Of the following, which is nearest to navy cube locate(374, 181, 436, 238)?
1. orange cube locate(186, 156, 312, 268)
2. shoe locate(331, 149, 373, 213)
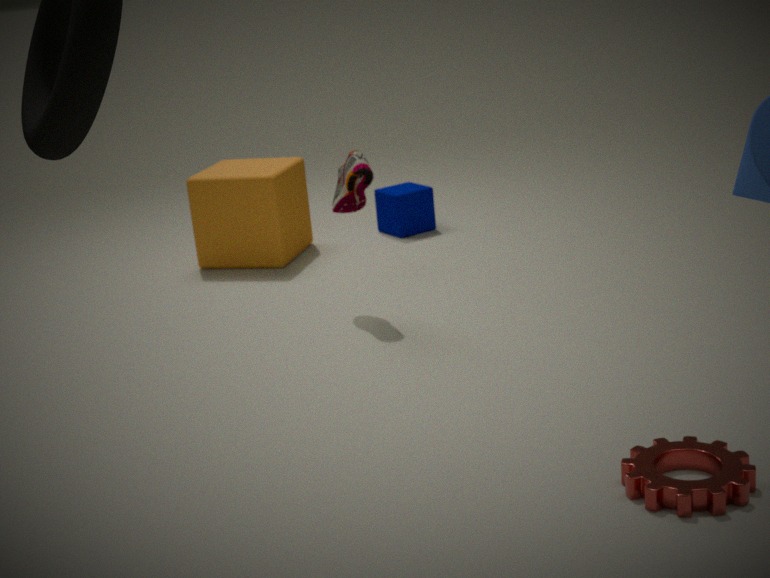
orange cube locate(186, 156, 312, 268)
